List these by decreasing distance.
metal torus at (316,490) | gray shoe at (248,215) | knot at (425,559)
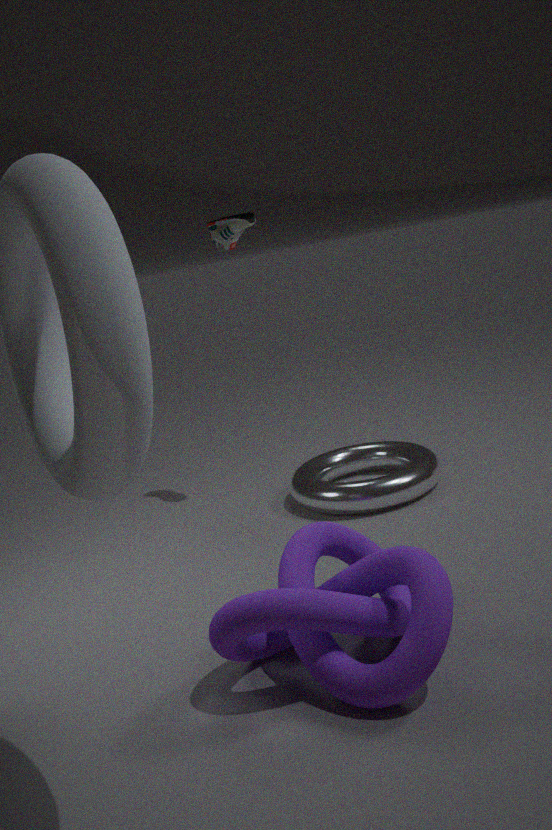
gray shoe at (248,215) < metal torus at (316,490) < knot at (425,559)
